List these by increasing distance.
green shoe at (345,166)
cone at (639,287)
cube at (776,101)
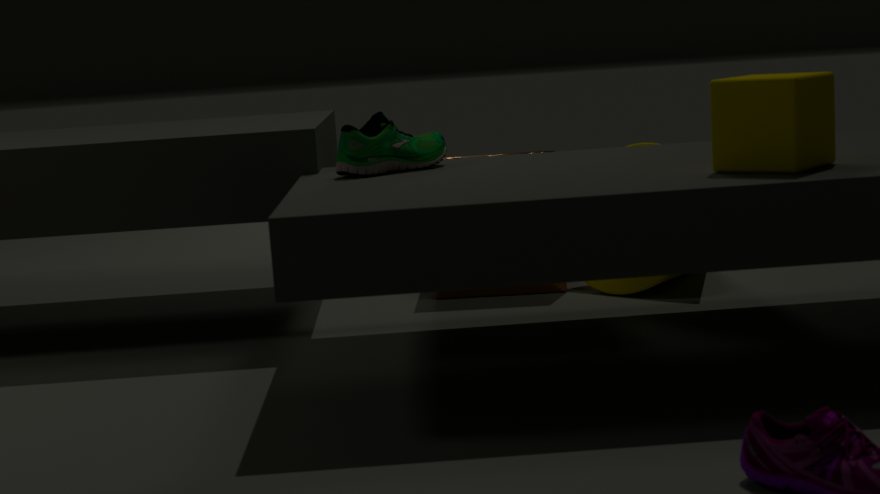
cube at (776,101)
green shoe at (345,166)
cone at (639,287)
